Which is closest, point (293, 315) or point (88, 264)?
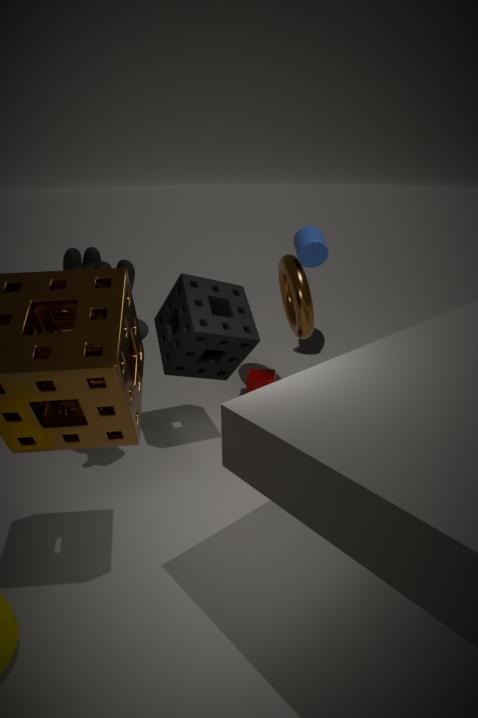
point (88, 264)
